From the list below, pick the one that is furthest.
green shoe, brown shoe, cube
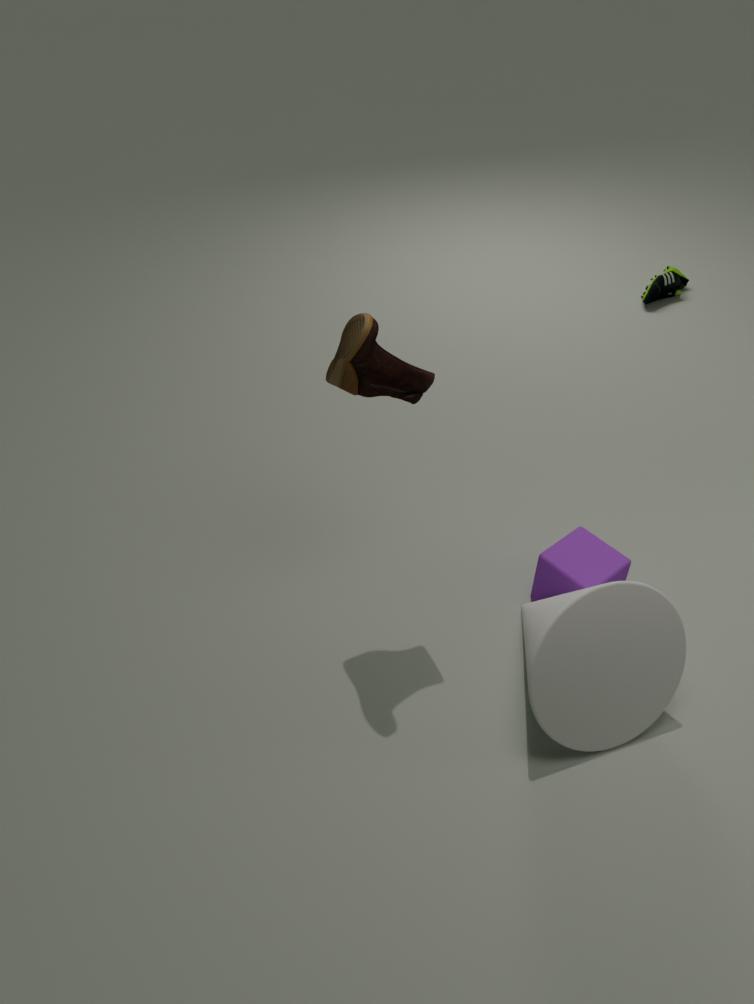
green shoe
